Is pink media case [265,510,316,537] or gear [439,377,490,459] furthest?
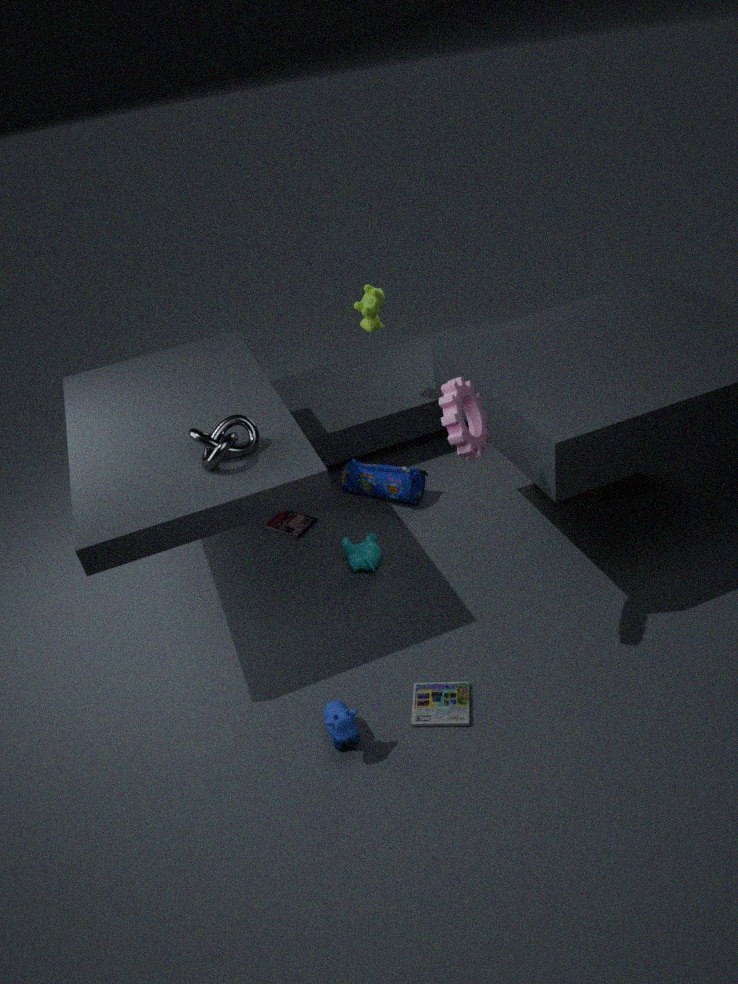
pink media case [265,510,316,537]
